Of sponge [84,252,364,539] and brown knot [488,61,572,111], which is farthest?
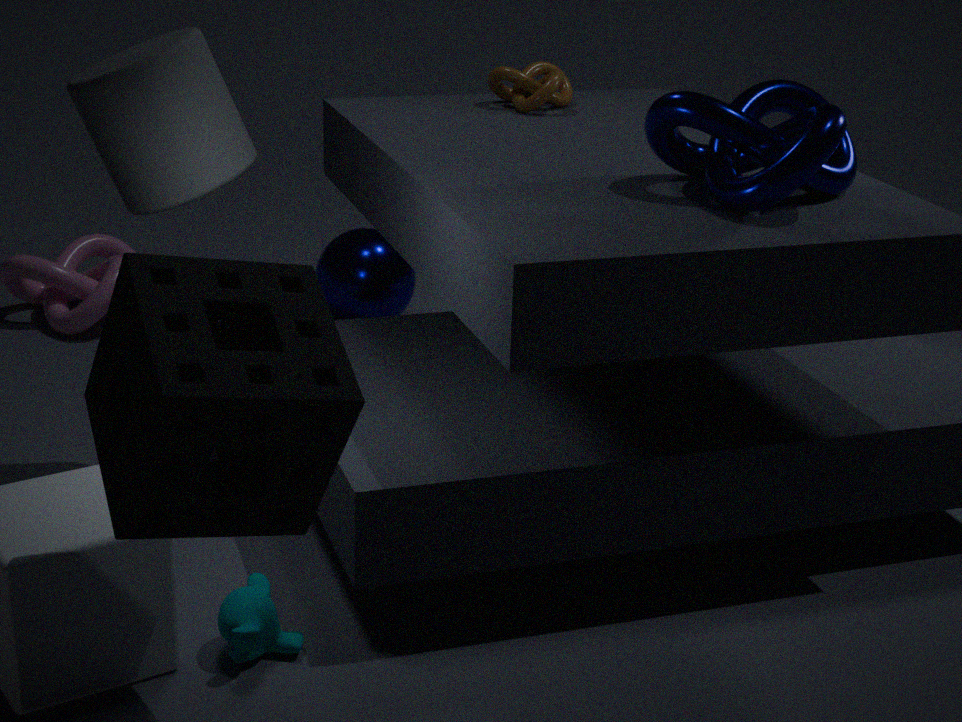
brown knot [488,61,572,111]
